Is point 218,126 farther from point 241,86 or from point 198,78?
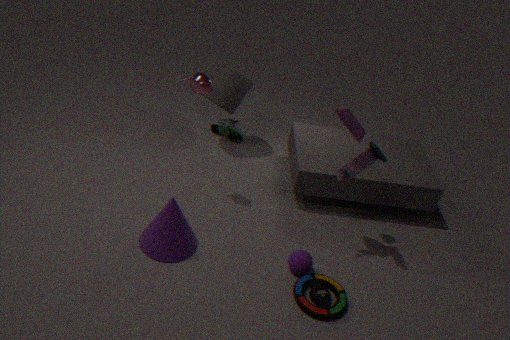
point 198,78
